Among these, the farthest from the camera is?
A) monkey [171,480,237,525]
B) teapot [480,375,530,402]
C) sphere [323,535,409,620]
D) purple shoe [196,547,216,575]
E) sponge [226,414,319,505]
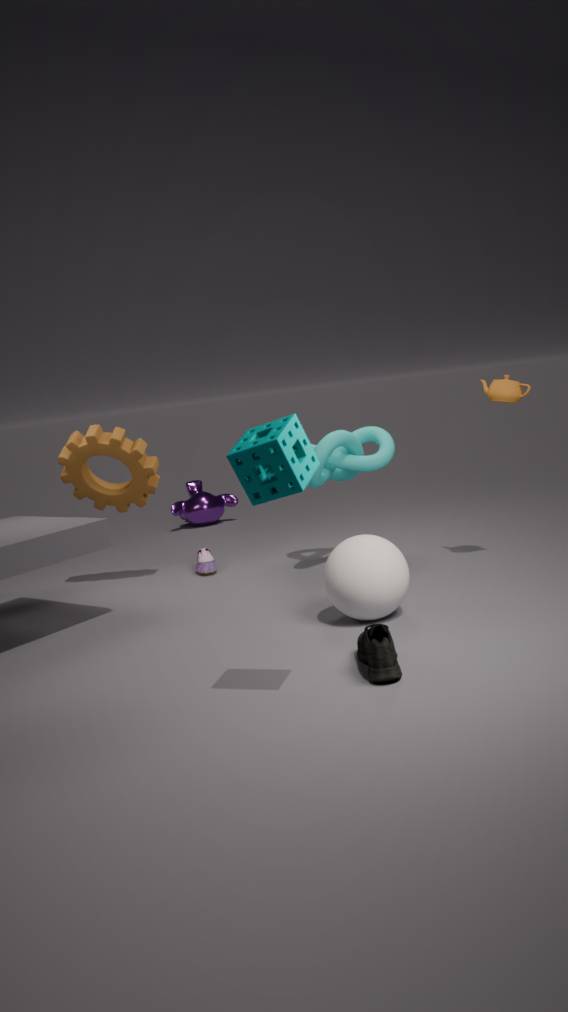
monkey [171,480,237,525]
